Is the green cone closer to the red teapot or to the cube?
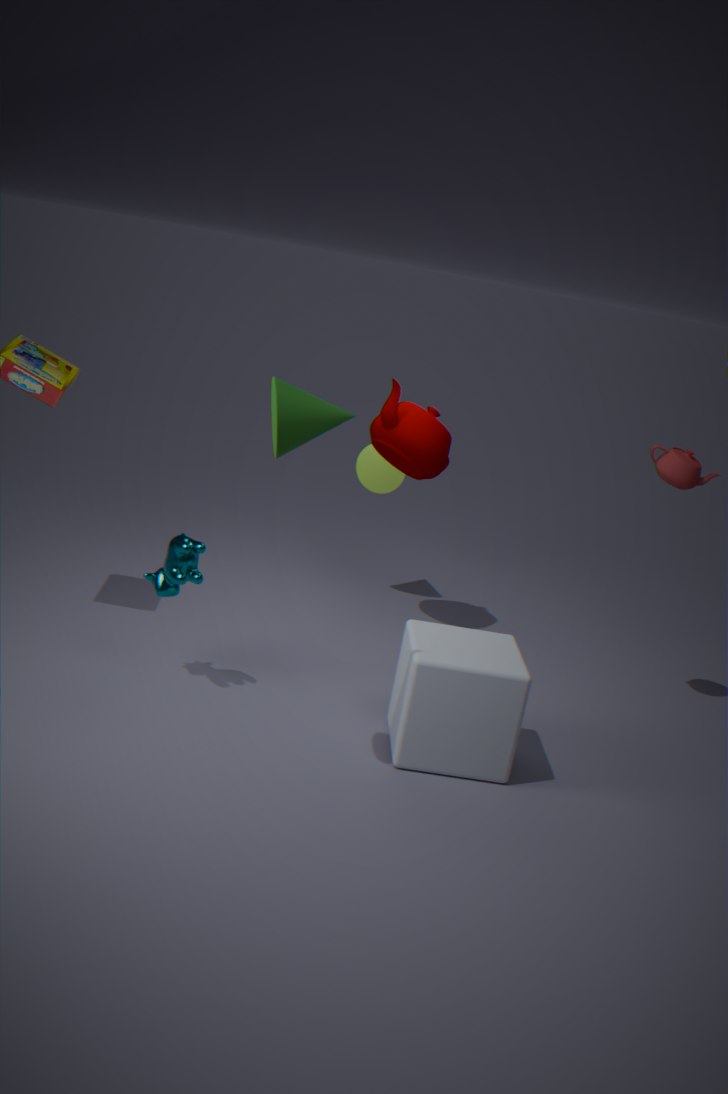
the cube
